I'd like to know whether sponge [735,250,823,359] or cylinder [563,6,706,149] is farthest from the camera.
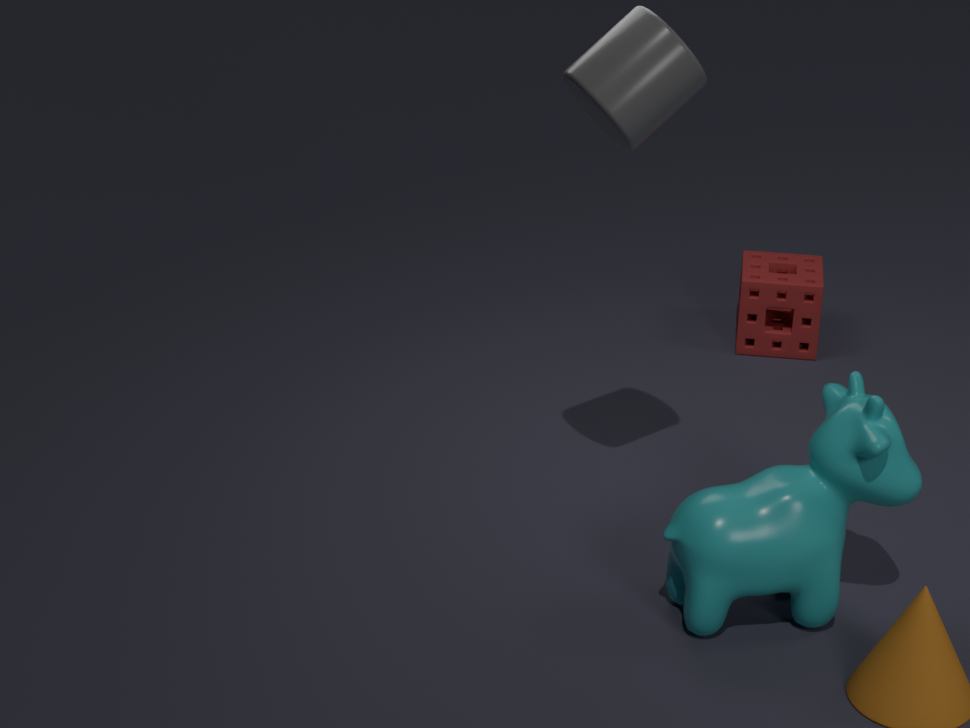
sponge [735,250,823,359]
